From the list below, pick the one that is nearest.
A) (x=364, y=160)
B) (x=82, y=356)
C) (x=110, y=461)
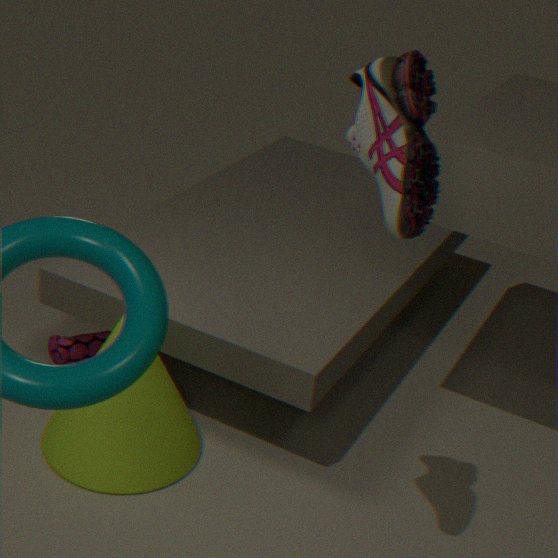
(x=364, y=160)
